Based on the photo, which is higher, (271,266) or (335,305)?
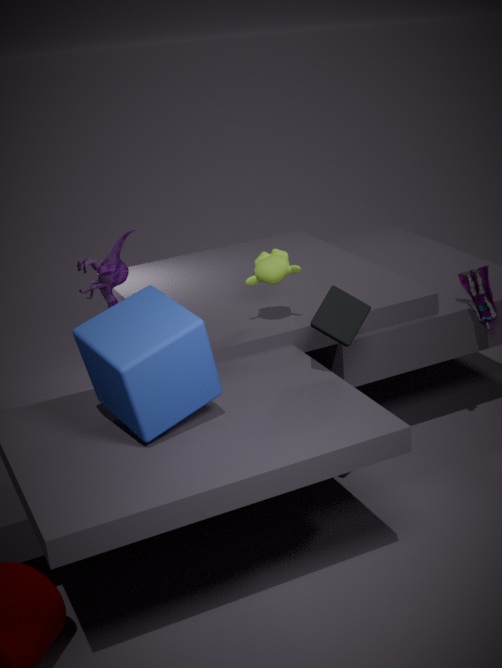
(271,266)
